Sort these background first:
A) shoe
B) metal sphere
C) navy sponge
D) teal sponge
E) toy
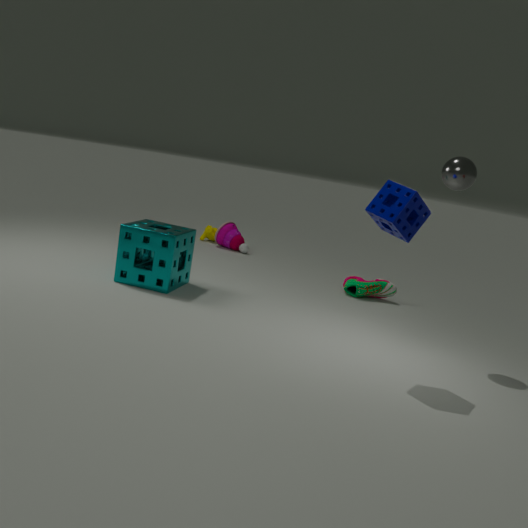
toy < shoe < teal sponge < metal sphere < navy sponge
